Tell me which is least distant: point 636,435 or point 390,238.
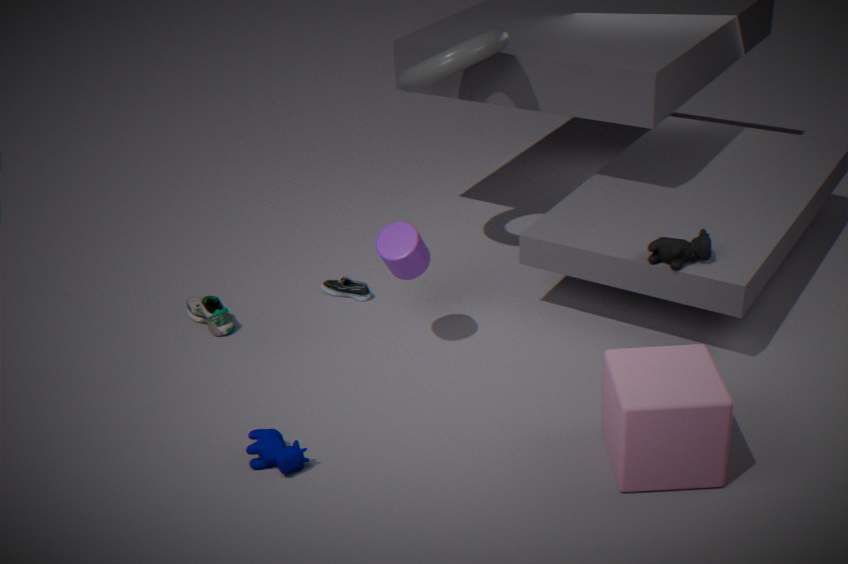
point 636,435
